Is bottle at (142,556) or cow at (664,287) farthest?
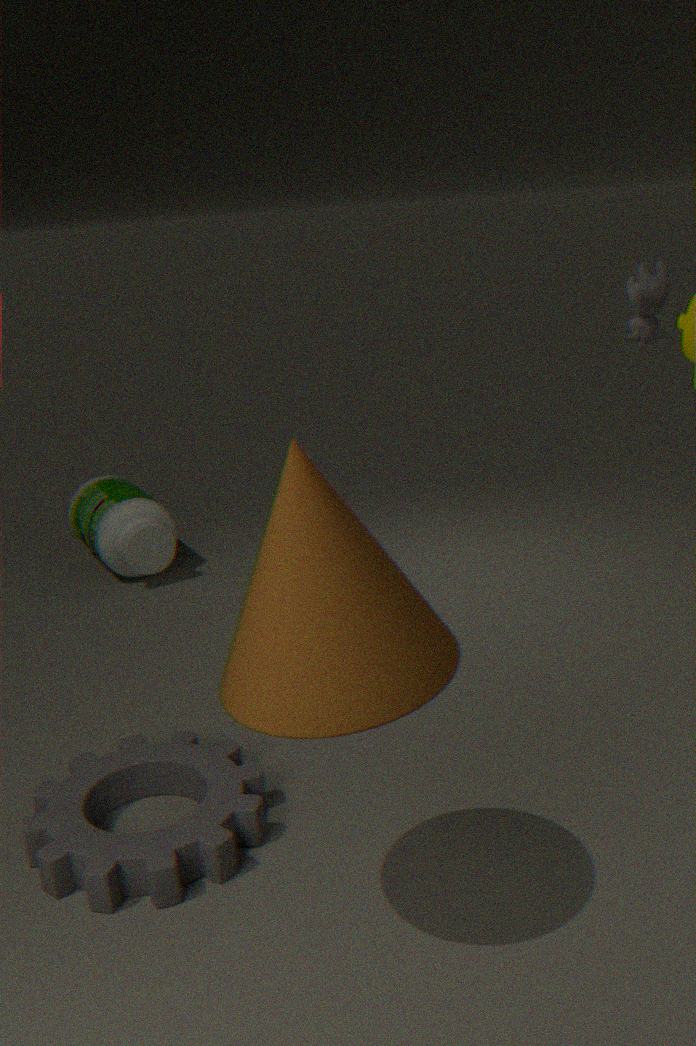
bottle at (142,556)
